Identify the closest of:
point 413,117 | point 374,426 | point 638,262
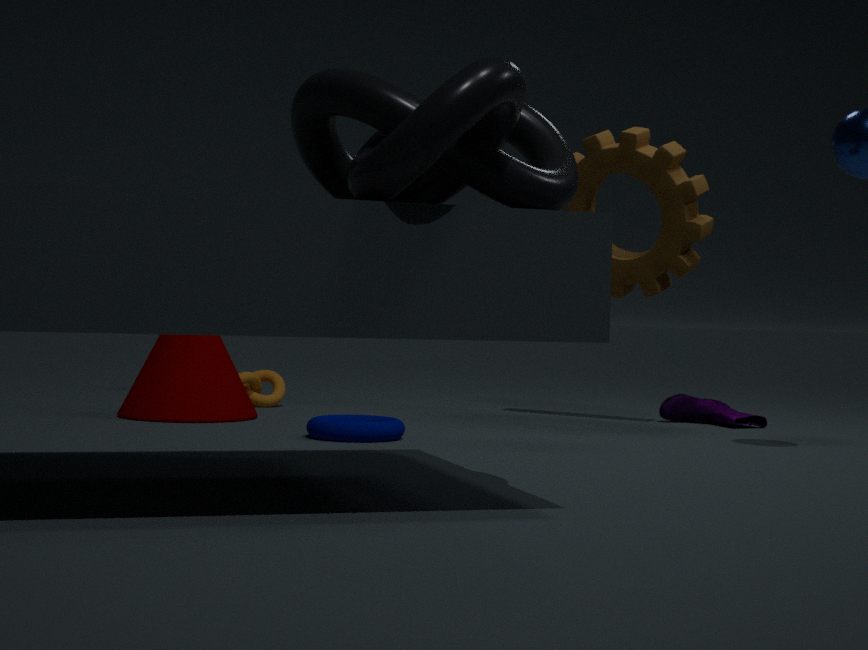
point 413,117
